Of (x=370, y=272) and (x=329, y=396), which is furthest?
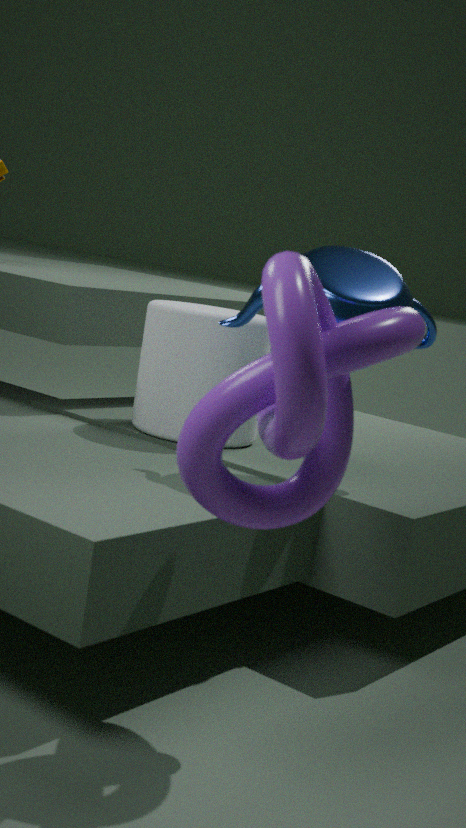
(x=370, y=272)
